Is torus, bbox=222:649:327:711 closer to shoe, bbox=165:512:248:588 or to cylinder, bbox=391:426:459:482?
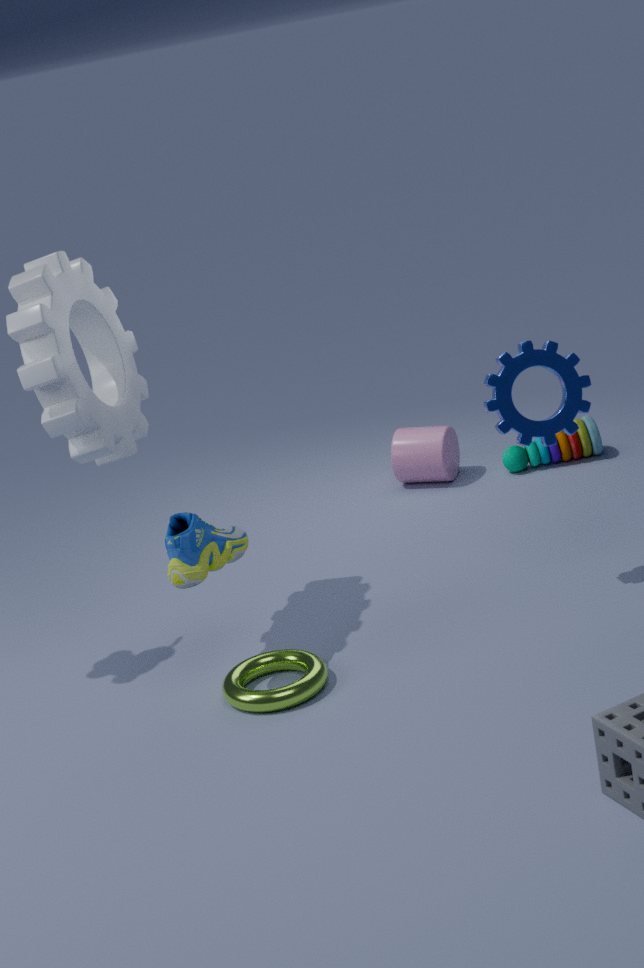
shoe, bbox=165:512:248:588
